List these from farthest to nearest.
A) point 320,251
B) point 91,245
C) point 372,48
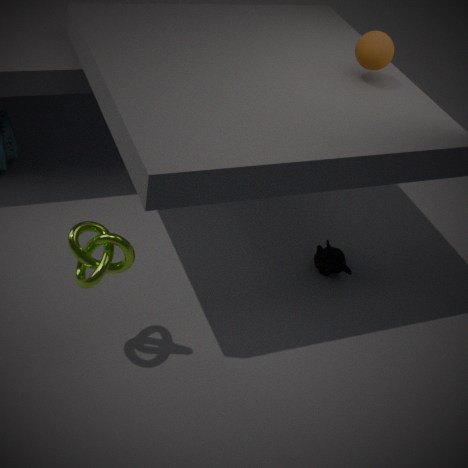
point 320,251, point 372,48, point 91,245
